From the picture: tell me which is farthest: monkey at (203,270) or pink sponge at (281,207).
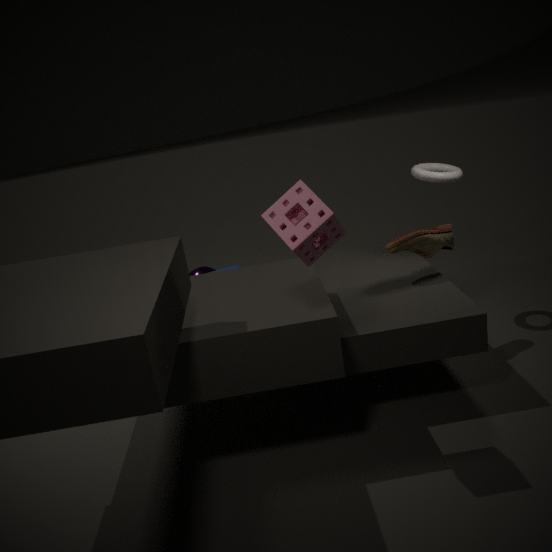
monkey at (203,270)
